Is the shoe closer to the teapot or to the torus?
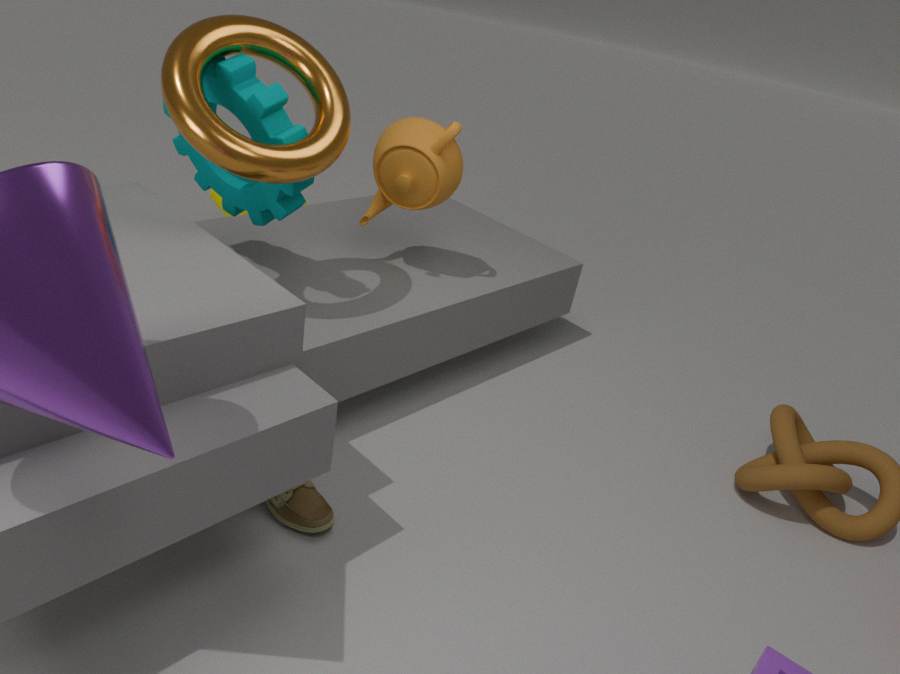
the torus
